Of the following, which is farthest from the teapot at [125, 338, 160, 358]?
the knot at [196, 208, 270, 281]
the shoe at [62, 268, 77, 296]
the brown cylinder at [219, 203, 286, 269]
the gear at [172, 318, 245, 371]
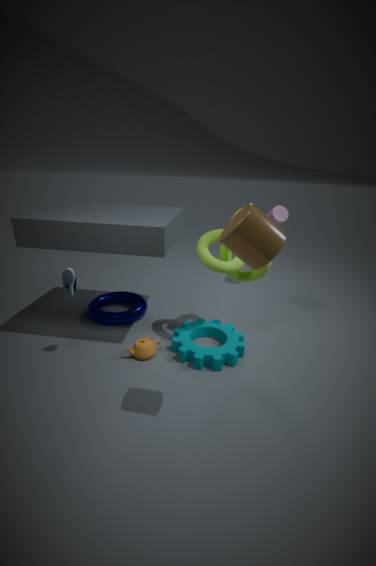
the brown cylinder at [219, 203, 286, 269]
